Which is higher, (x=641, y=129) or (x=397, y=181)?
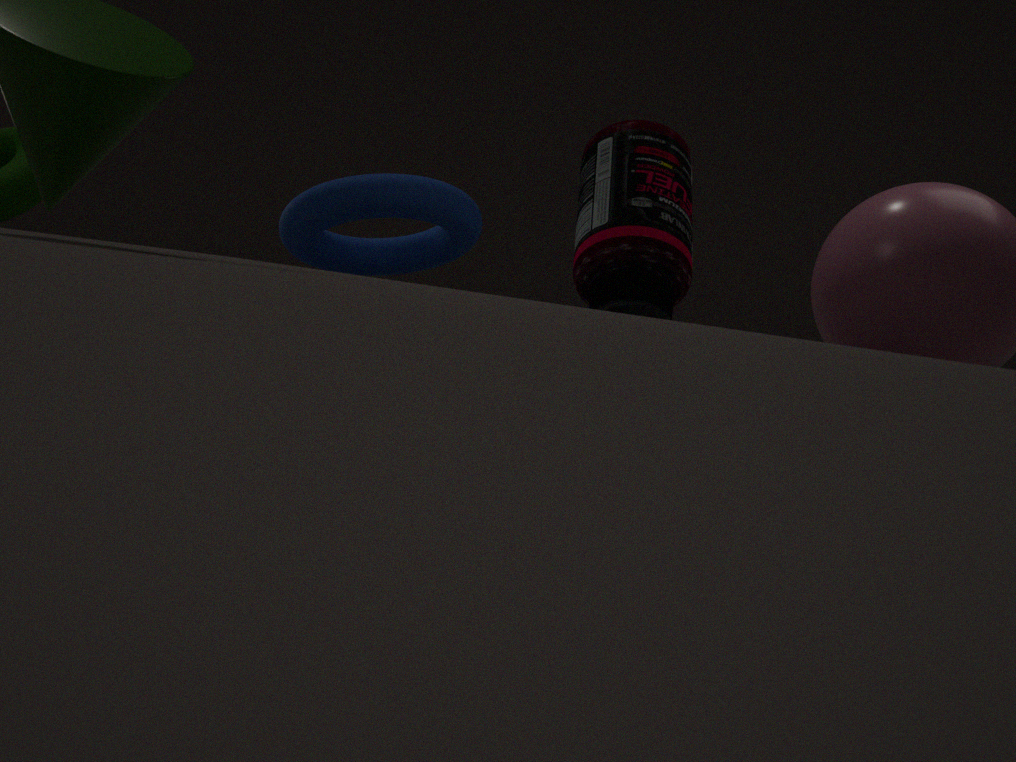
(x=641, y=129)
